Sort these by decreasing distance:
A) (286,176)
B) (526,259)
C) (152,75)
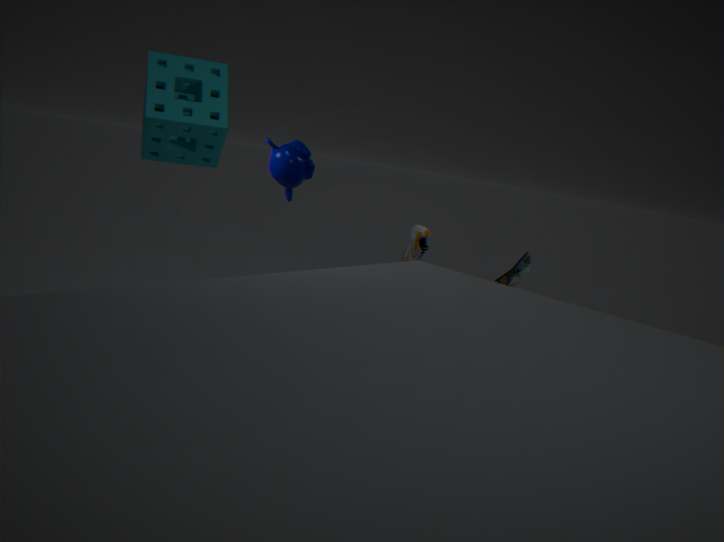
(526,259), (286,176), (152,75)
